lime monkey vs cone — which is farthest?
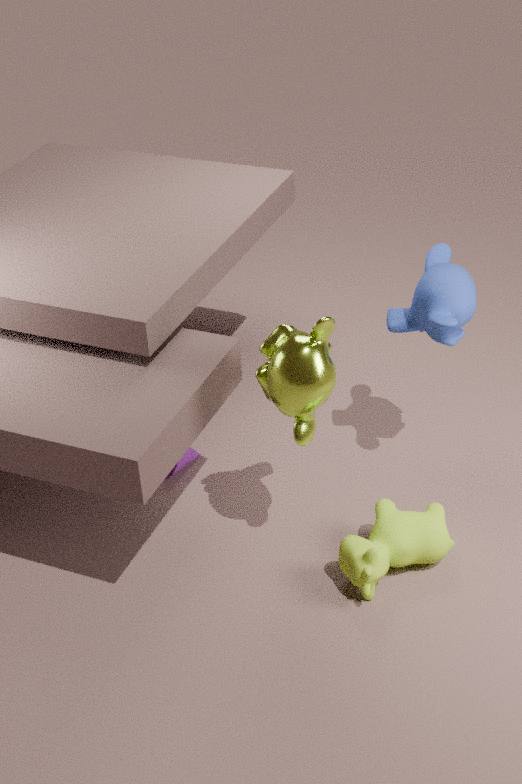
cone
